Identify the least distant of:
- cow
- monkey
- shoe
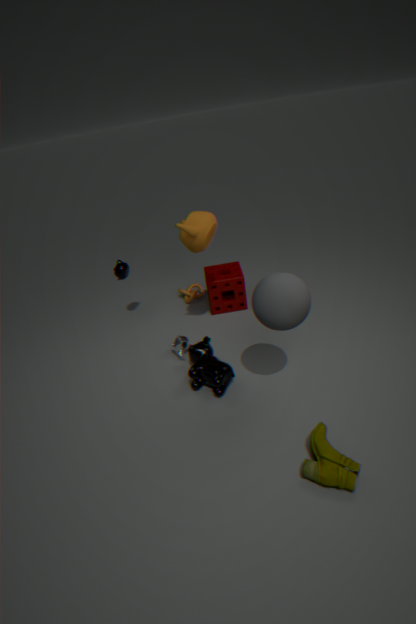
shoe
